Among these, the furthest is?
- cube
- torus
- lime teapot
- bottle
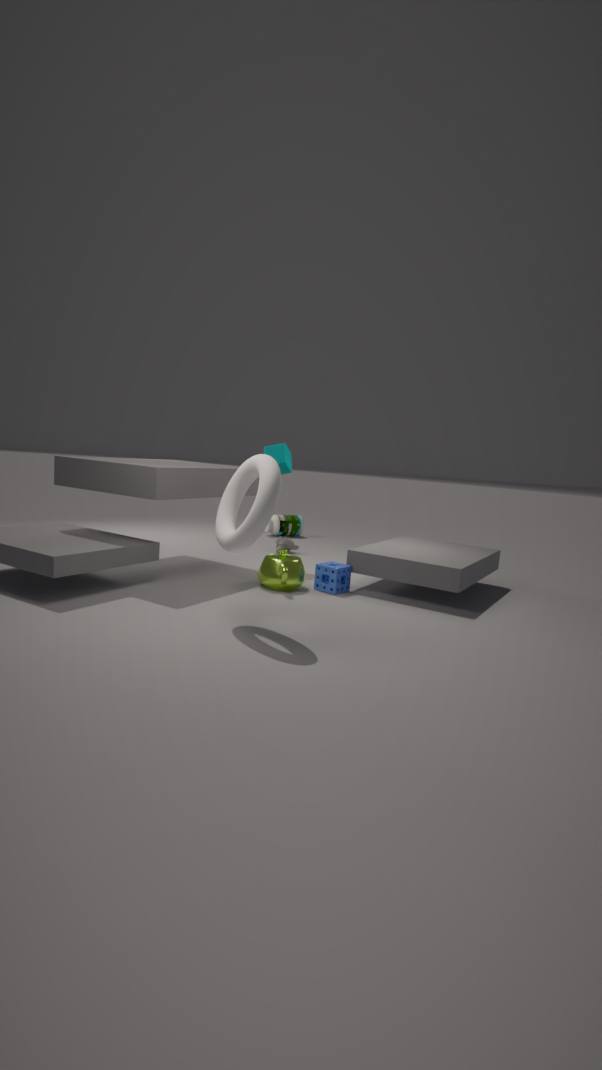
bottle
